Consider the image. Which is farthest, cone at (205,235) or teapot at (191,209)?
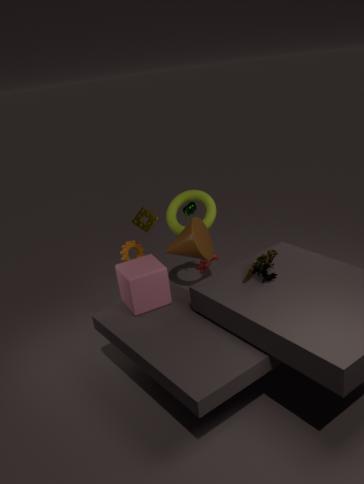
teapot at (191,209)
